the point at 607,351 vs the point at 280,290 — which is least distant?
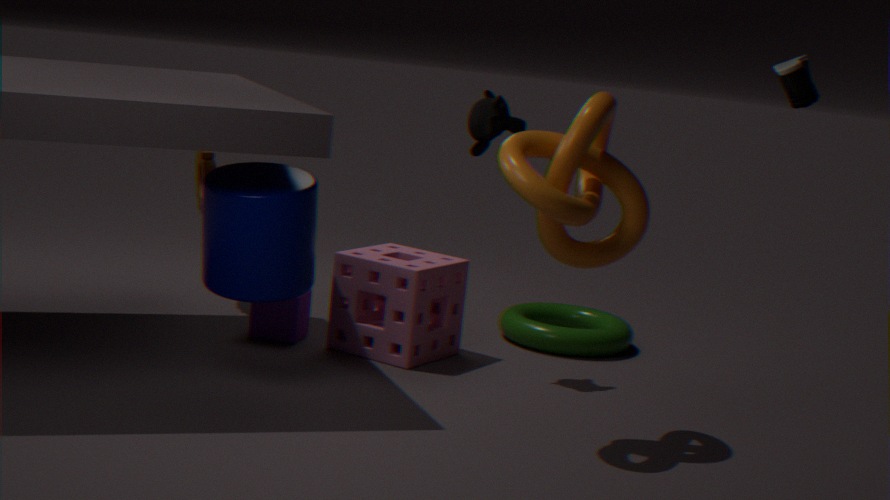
the point at 280,290
